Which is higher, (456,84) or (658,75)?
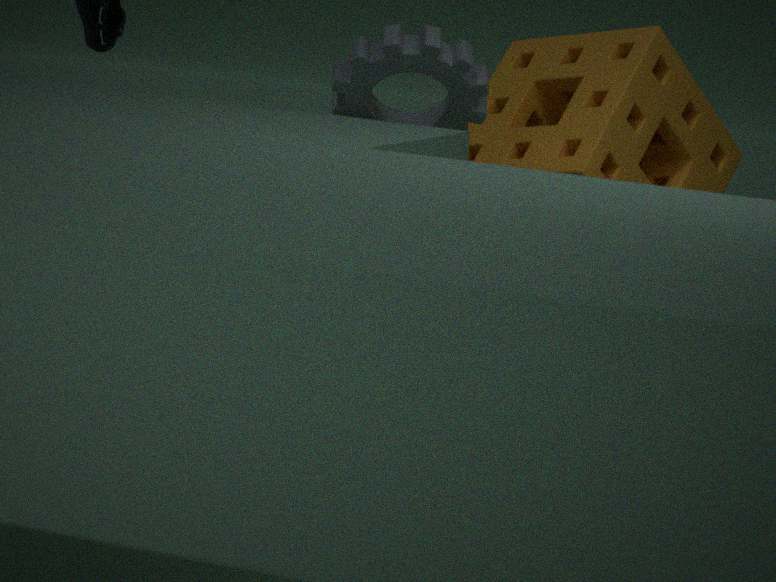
(456,84)
